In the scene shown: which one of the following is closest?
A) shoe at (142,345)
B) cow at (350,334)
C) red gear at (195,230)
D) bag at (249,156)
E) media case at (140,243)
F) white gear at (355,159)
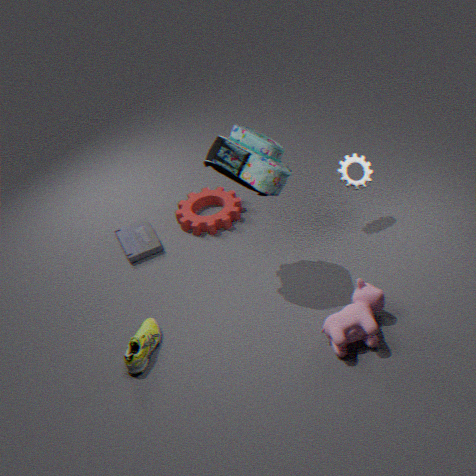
cow at (350,334)
